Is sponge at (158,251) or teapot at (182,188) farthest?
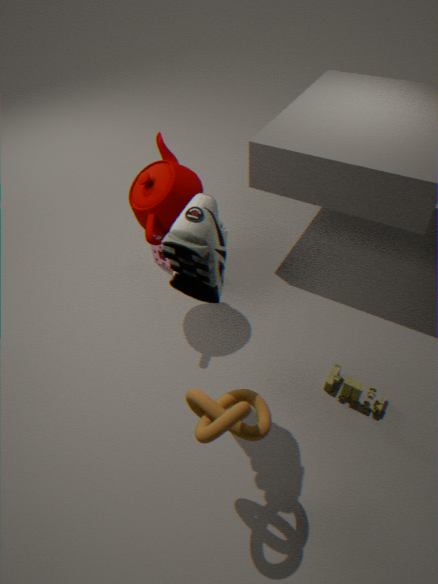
sponge at (158,251)
